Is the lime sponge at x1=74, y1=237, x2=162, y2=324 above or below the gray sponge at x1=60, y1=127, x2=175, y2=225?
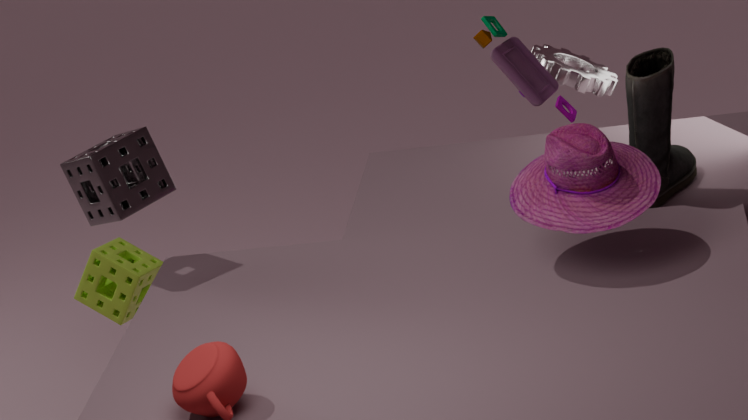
below
